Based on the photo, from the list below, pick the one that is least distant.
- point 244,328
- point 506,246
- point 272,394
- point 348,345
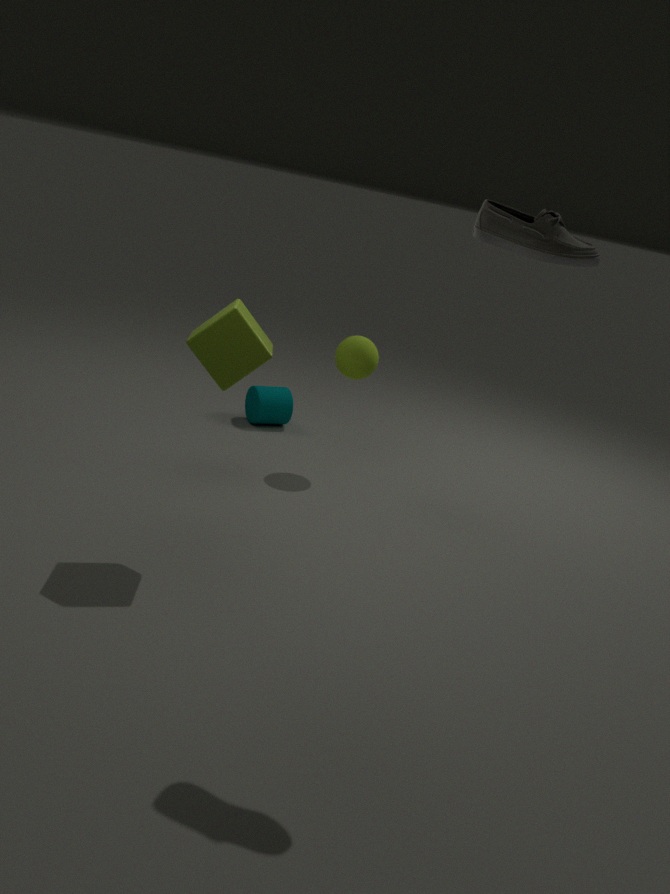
point 506,246
